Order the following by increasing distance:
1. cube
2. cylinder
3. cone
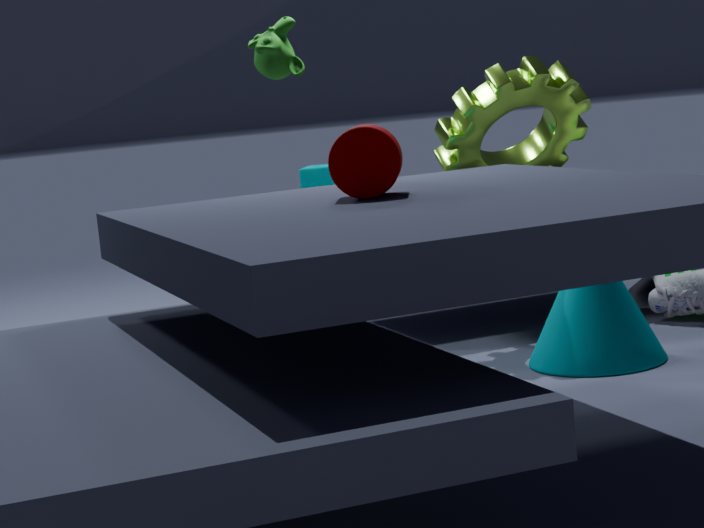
cylinder < cone < cube
